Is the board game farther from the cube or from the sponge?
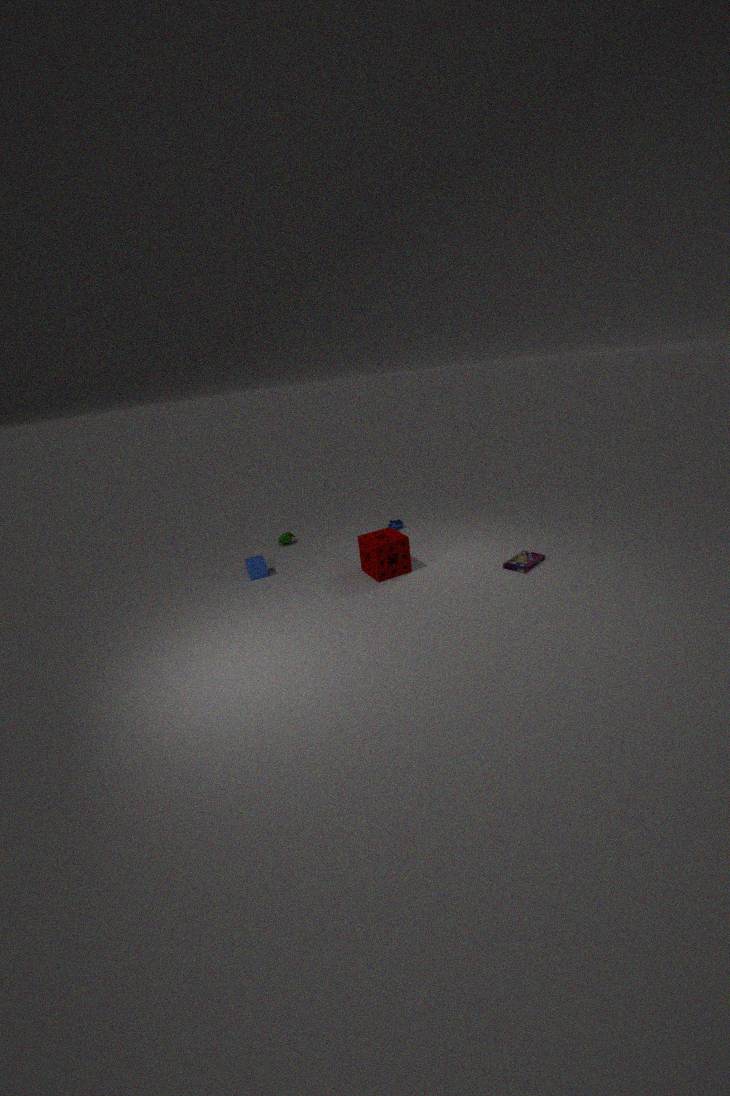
the cube
